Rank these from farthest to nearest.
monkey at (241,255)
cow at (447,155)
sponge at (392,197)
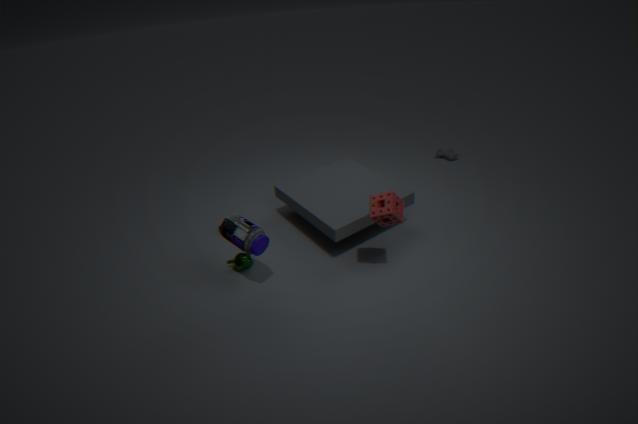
cow at (447,155) → monkey at (241,255) → sponge at (392,197)
